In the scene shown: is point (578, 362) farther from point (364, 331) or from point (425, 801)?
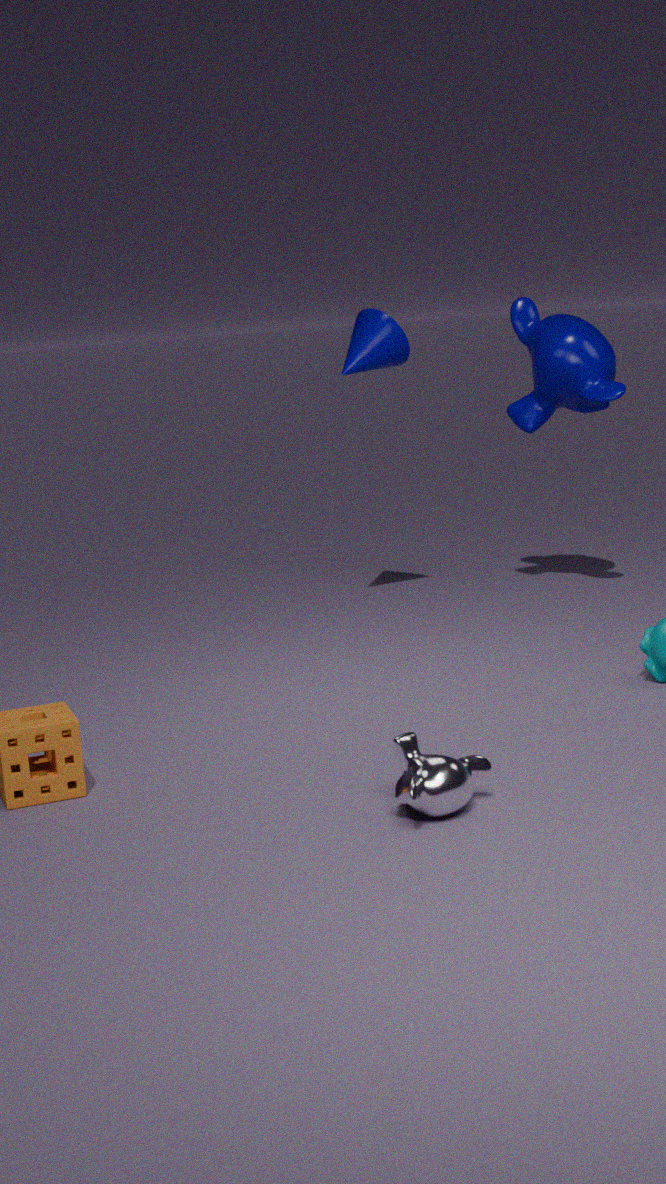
point (425, 801)
